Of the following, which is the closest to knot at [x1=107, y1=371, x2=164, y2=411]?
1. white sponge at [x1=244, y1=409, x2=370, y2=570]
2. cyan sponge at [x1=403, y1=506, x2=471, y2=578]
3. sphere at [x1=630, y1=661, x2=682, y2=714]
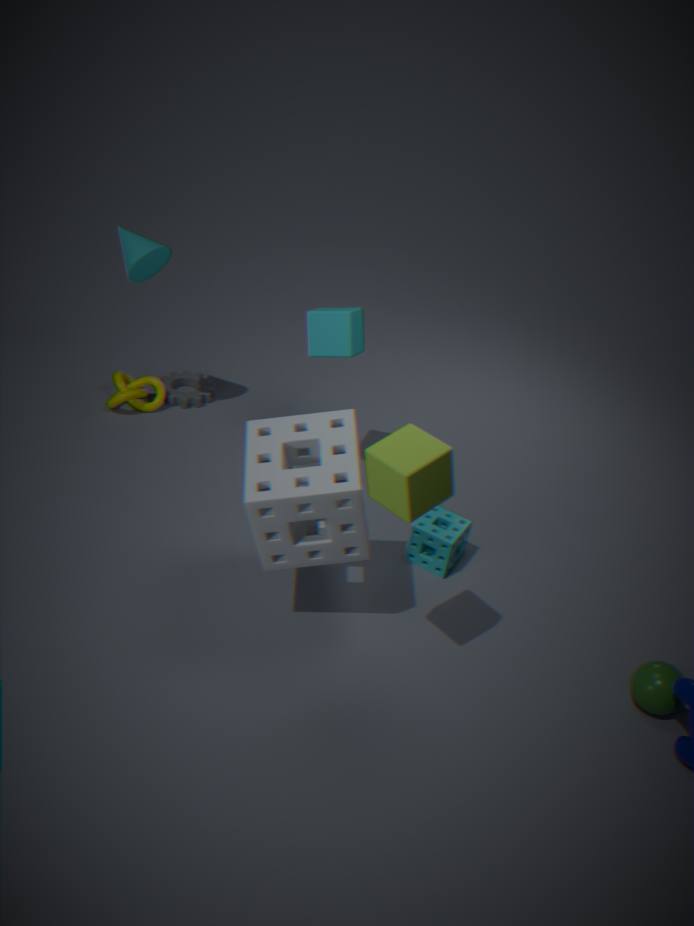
white sponge at [x1=244, y1=409, x2=370, y2=570]
